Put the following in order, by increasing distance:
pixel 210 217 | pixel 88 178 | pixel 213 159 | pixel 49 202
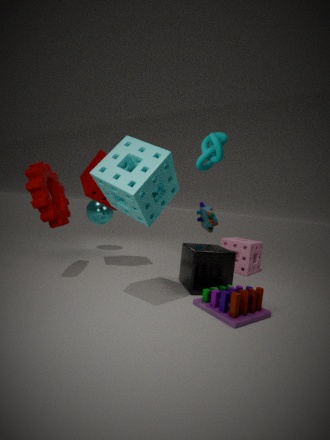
pixel 213 159 → pixel 49 202 → pixel 88 178 → pixel 210 217
